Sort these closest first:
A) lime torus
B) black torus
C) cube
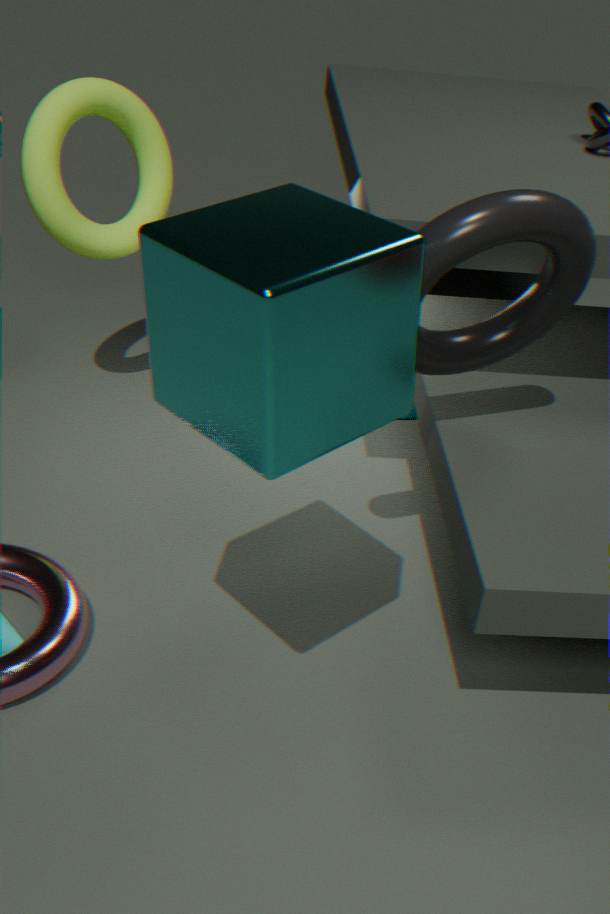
cube
black torus
lime torus
